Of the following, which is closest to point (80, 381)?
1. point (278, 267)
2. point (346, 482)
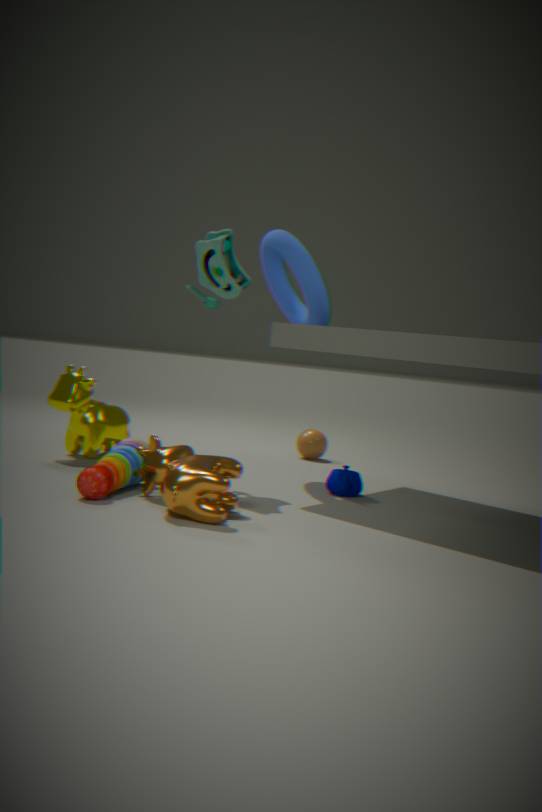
point (278, 267)
